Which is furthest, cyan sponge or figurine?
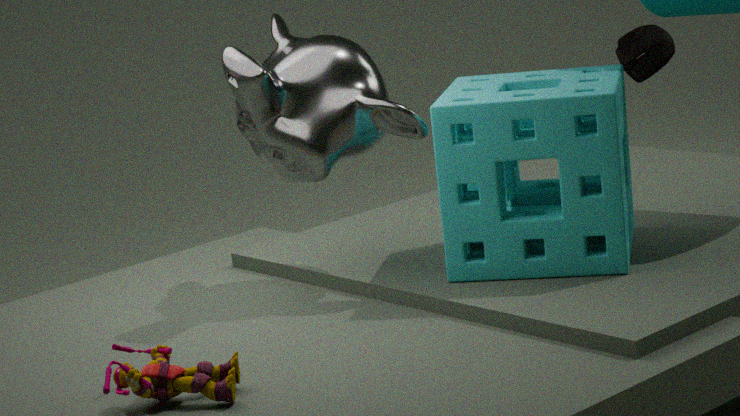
cyan sponge
